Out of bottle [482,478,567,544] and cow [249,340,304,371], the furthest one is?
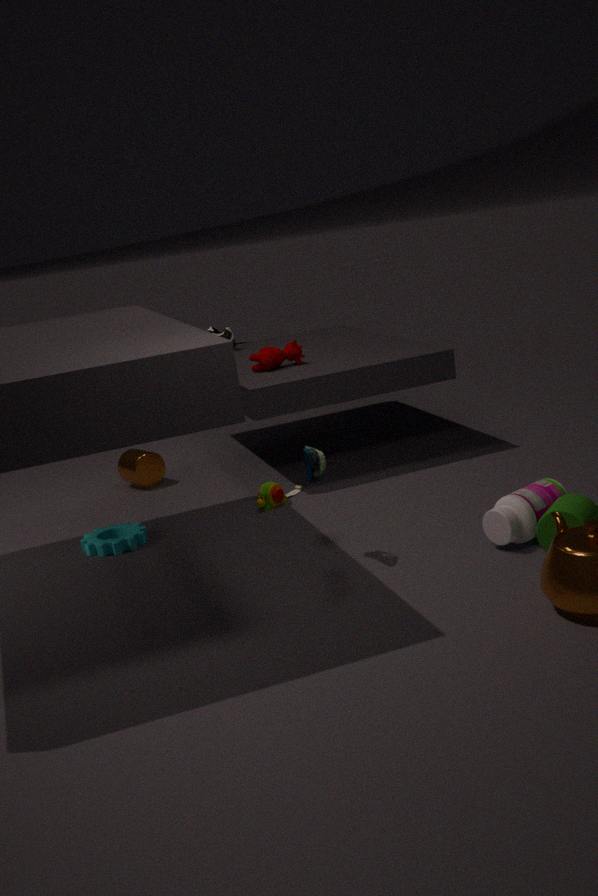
cow [249,340,304,371]
